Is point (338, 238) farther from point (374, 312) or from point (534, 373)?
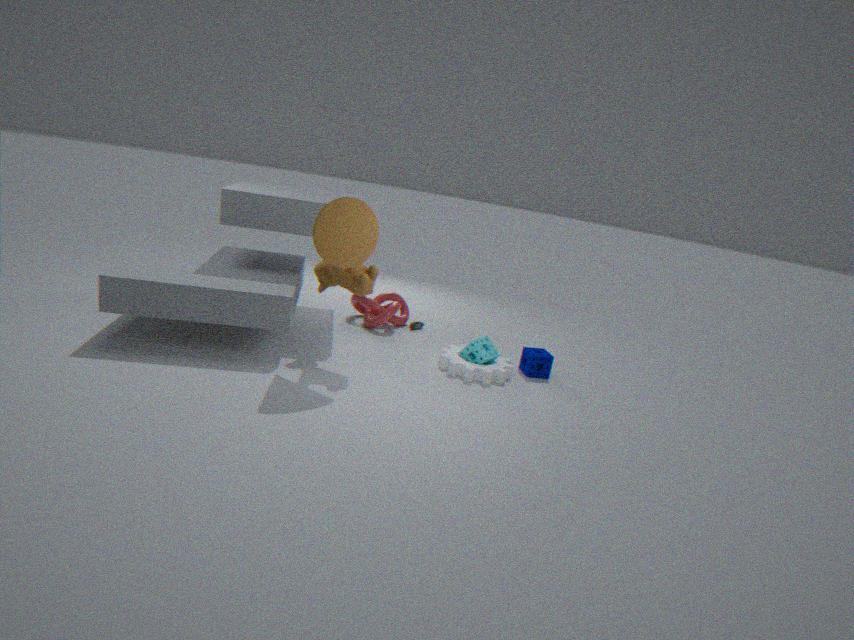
point (534, 373)
